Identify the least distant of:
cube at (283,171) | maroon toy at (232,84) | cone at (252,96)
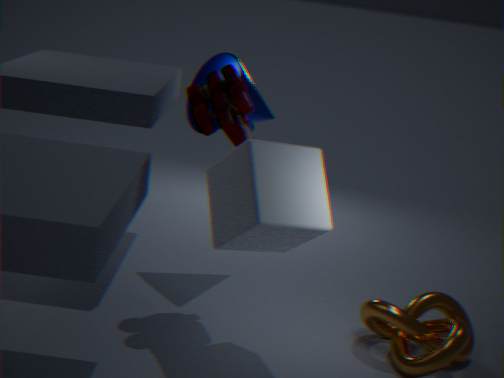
cube at (283,171)
